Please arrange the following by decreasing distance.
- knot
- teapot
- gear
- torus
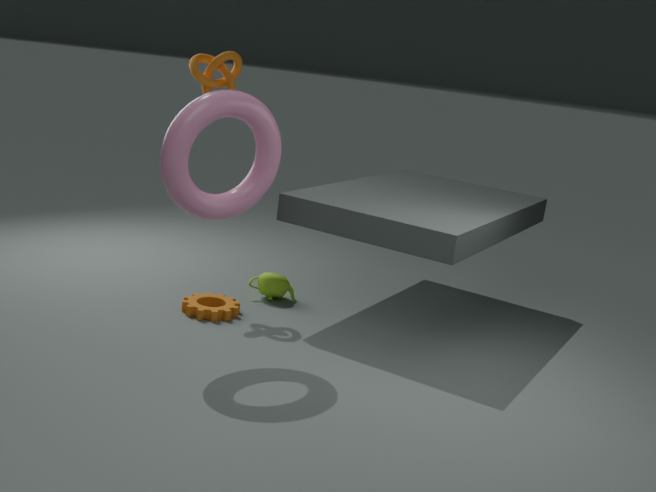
teapot → knot → gear → torus
